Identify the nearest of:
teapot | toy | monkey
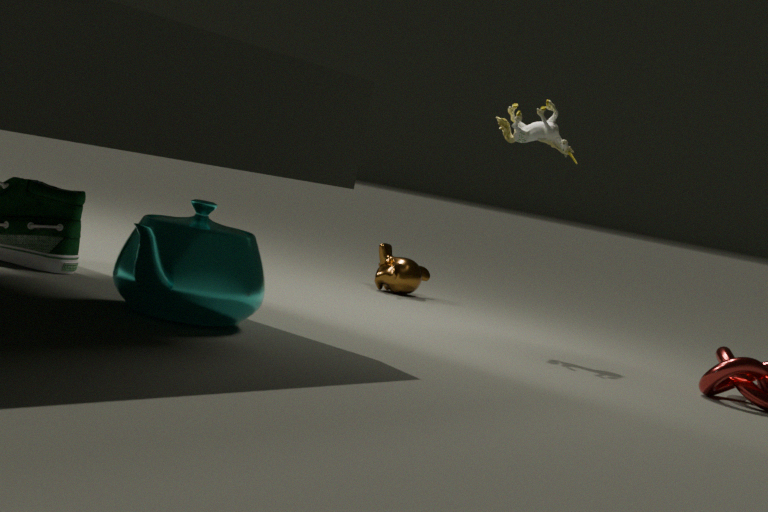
teapot
